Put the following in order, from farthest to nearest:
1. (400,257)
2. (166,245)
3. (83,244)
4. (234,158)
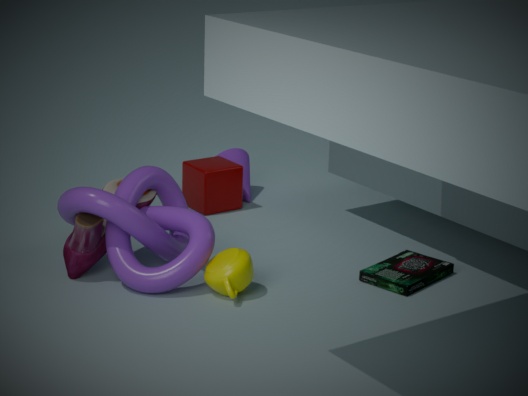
(234,158) < (400,257) < (166,245) < (83,244)
